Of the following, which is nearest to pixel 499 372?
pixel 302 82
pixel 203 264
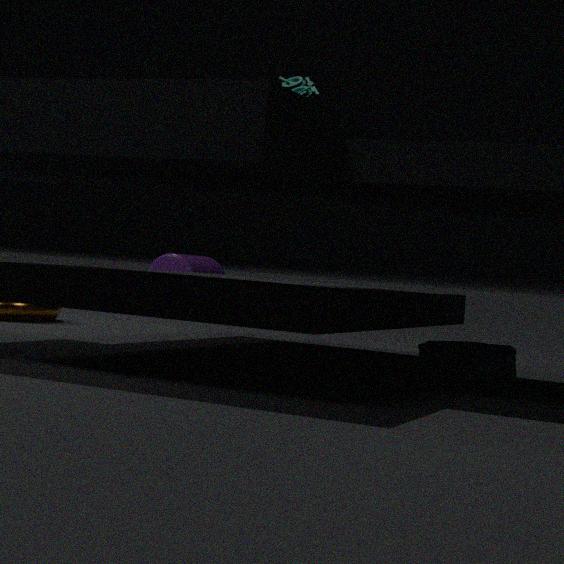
pixel 302 82
